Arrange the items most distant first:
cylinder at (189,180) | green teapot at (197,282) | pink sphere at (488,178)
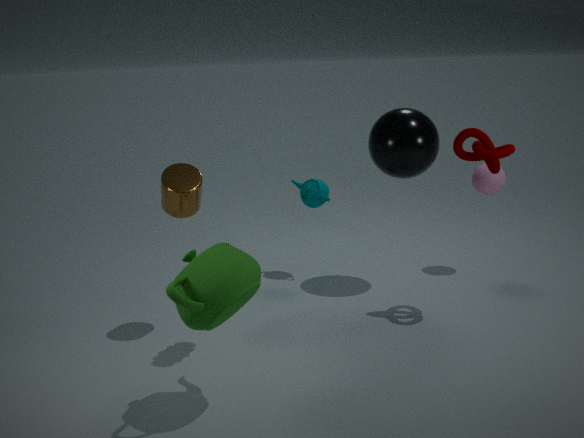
pink sphere at (488,178)
cylinder at (189,180)
green teapot at (197,282)
